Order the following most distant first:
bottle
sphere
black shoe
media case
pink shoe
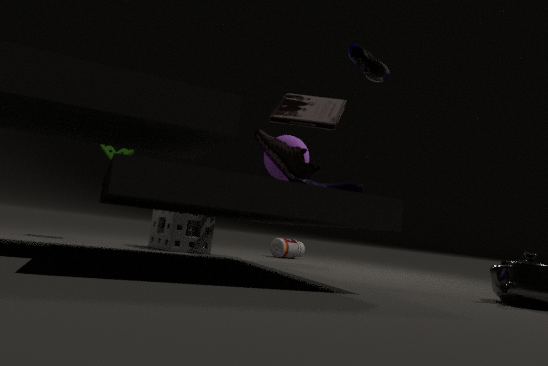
bottle, sphere, media case, pink shoe, black shoe
